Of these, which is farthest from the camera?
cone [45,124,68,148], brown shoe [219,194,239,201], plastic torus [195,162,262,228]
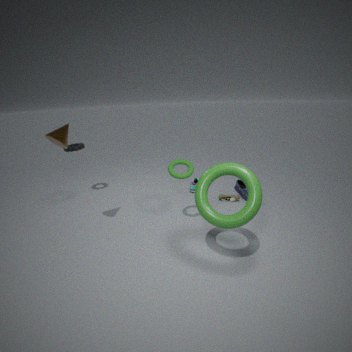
brown shoe [219,194,239,201]
